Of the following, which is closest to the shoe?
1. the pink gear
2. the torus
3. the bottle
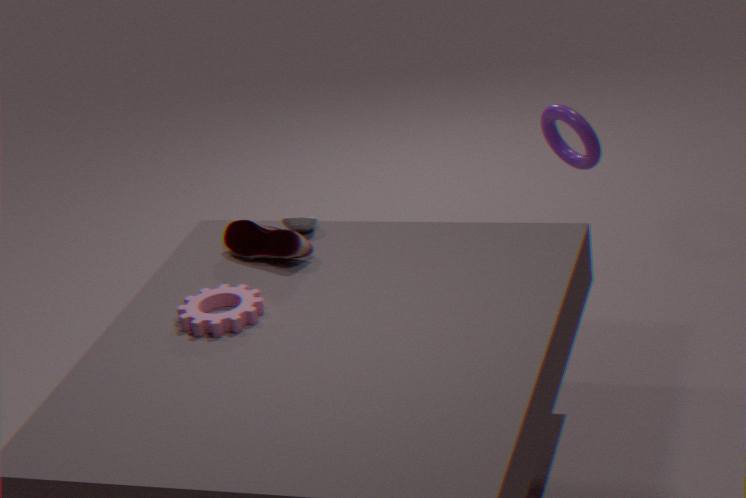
the bottle
